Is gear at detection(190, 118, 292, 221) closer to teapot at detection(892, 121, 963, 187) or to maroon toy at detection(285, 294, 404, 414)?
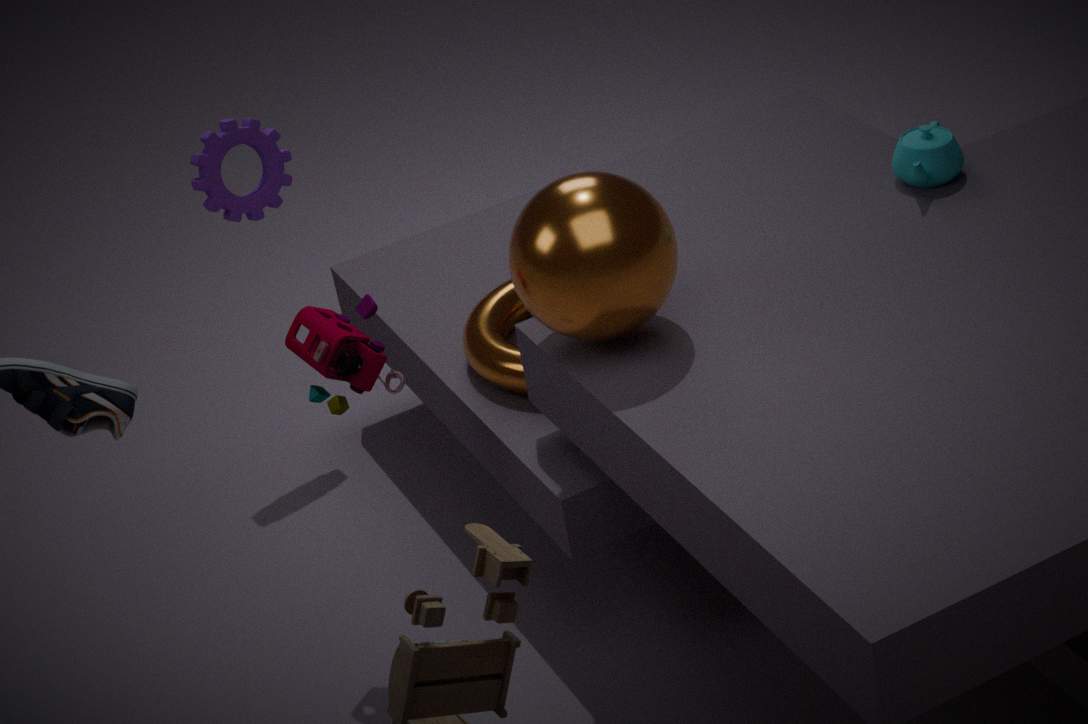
maroon toy at detection(285, 294, 404, 414)
